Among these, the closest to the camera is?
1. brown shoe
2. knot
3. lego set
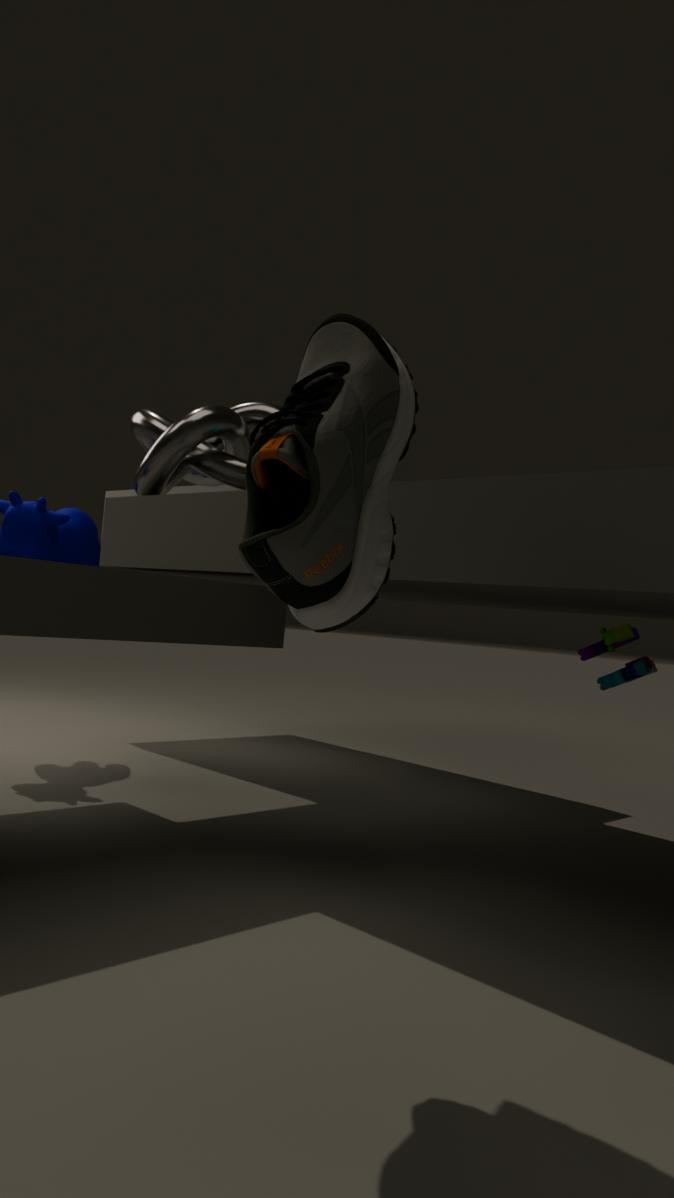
brown shoe
